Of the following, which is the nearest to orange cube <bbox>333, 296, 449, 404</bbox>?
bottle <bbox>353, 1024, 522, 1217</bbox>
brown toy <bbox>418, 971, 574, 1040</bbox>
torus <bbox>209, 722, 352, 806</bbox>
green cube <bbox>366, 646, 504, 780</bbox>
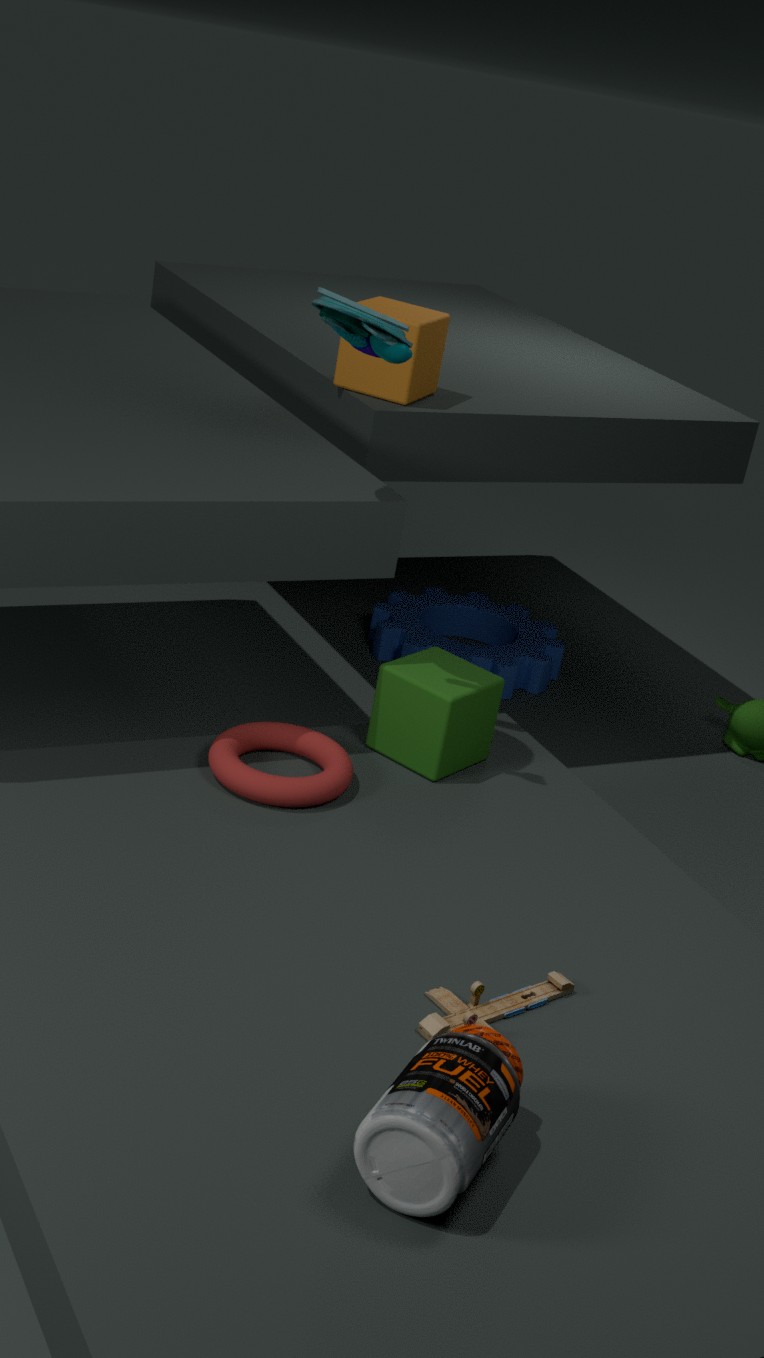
green cube <bbox>366, 646, 504, 780</bbox>
